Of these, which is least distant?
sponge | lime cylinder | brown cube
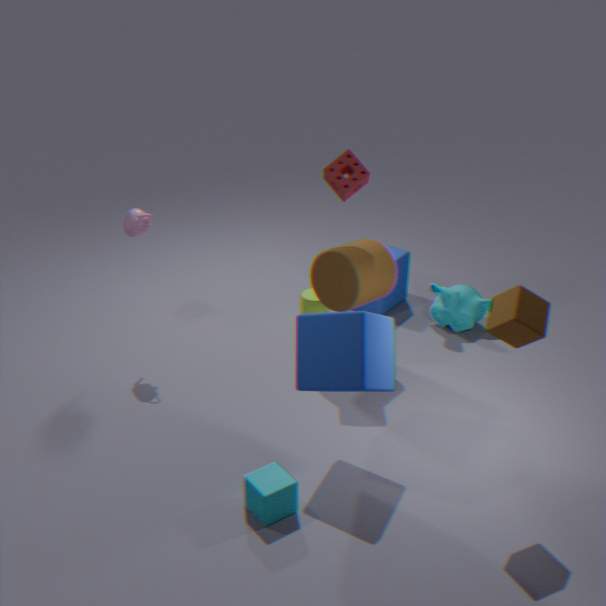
brown cube
